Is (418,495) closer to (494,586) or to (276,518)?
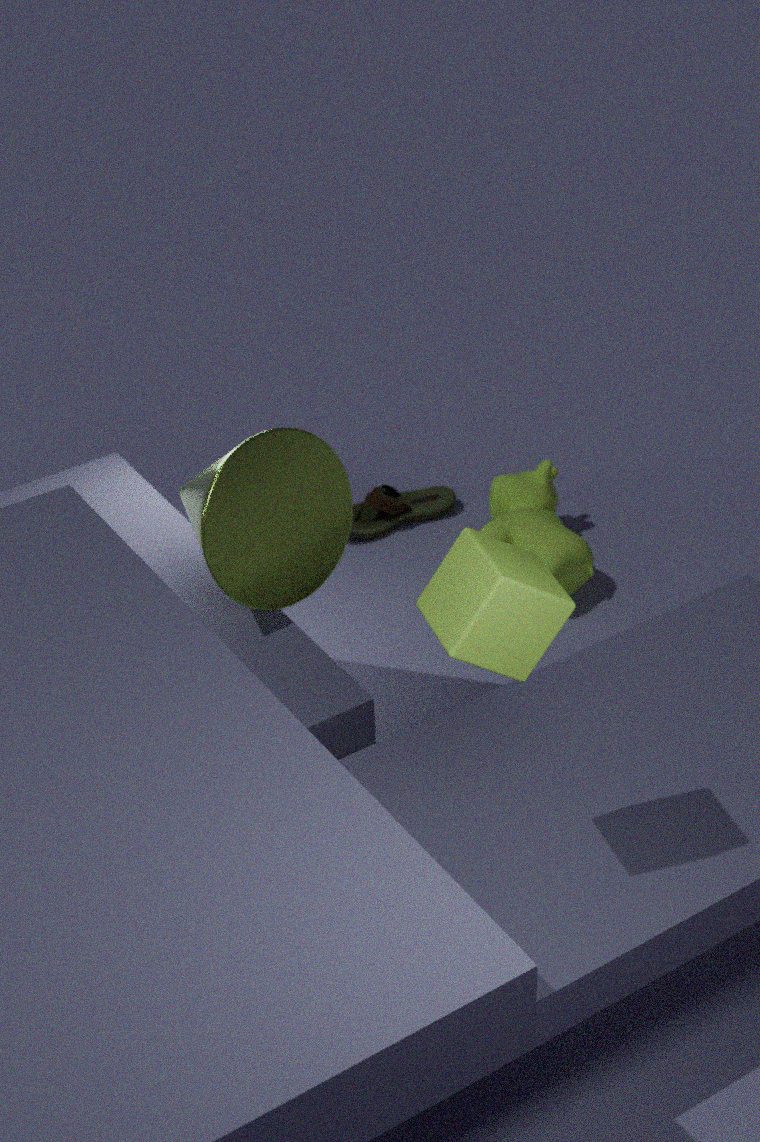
(276,518)
